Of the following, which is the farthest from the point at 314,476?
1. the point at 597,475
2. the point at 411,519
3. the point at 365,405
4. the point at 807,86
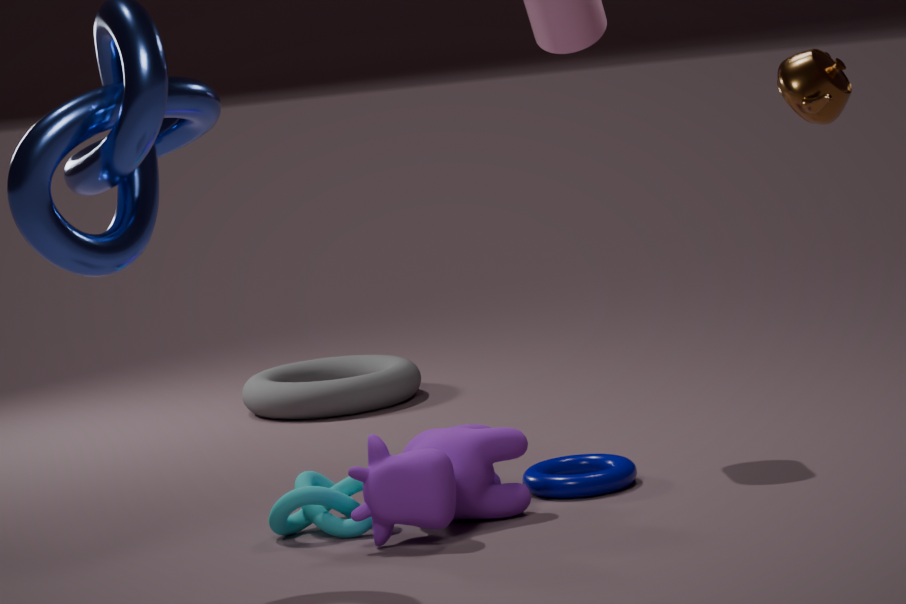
the point at 365,405
